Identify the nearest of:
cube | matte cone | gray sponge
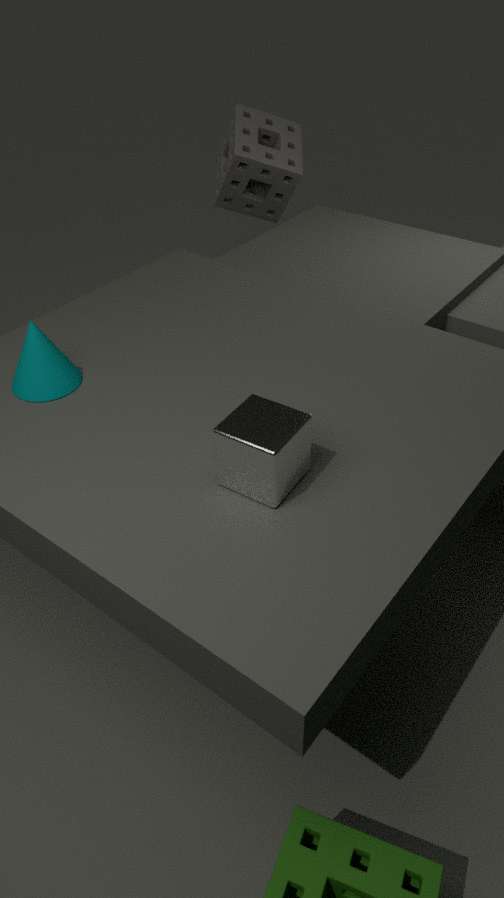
cube
